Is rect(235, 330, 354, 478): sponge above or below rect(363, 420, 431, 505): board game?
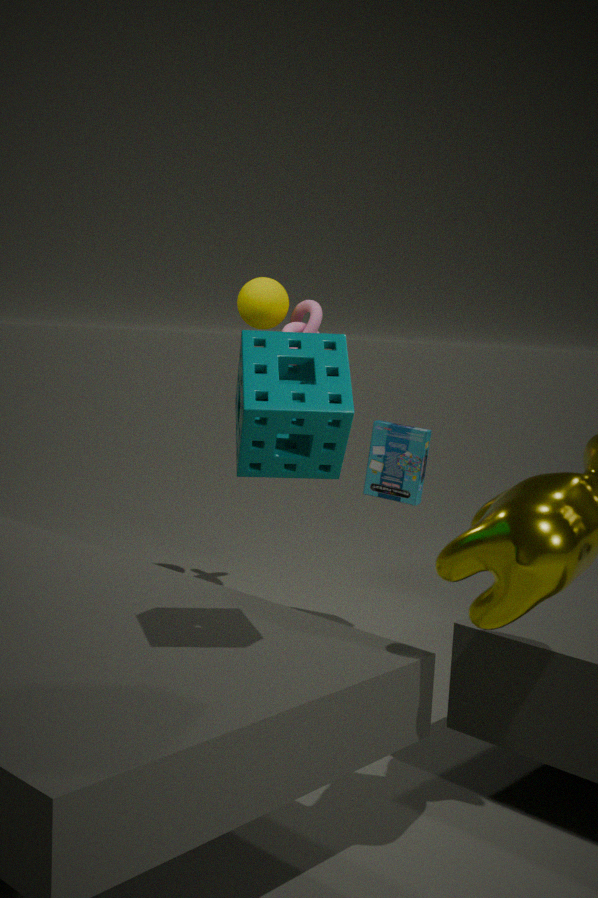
above
